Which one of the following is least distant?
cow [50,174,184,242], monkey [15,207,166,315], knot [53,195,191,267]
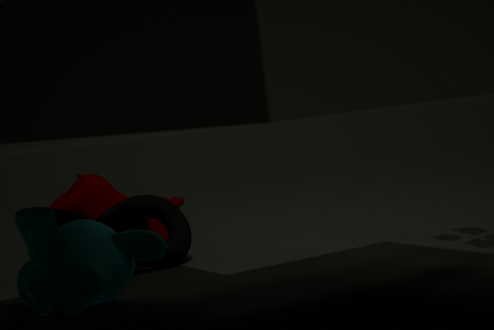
monkey [15,207,166,315]
